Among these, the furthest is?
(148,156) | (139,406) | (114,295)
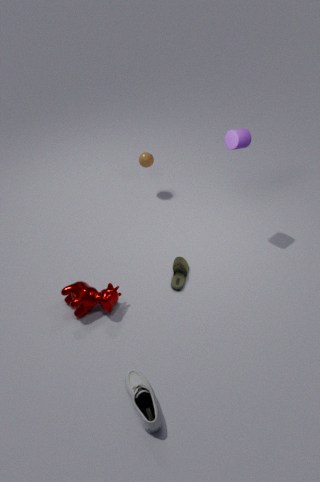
(148,156)
